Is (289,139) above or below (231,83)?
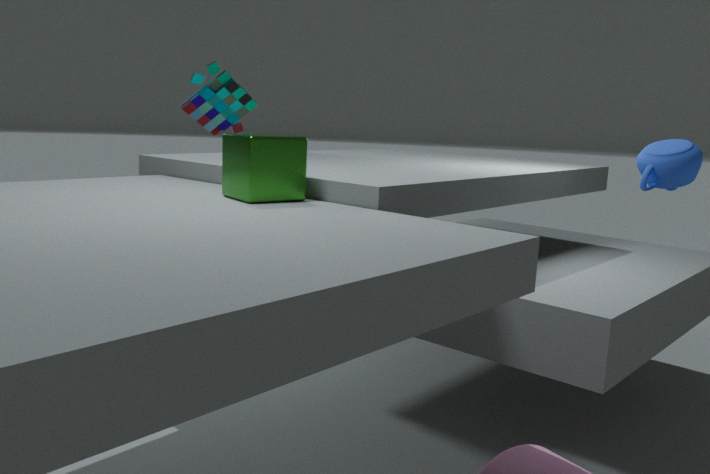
below
